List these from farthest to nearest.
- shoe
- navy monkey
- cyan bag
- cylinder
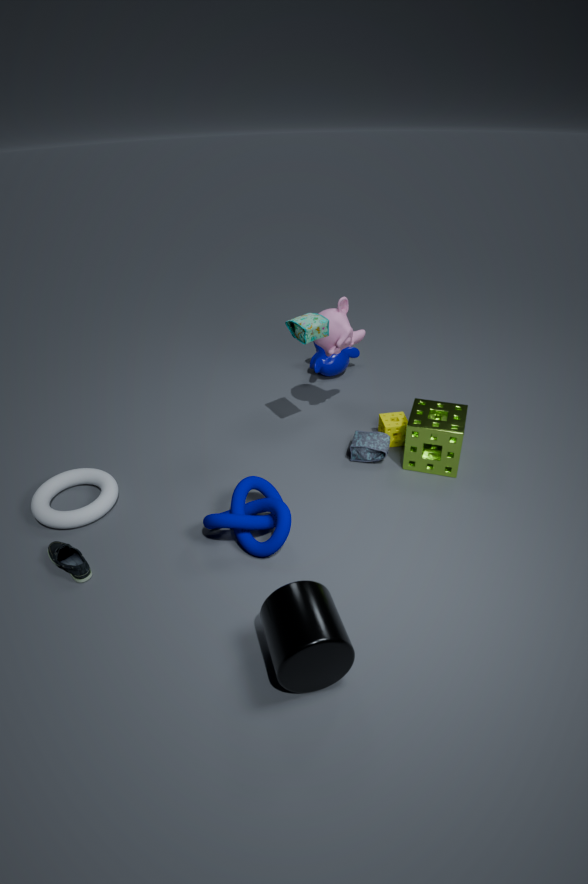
navy monkey
cyan bag
shoe
cylinder
